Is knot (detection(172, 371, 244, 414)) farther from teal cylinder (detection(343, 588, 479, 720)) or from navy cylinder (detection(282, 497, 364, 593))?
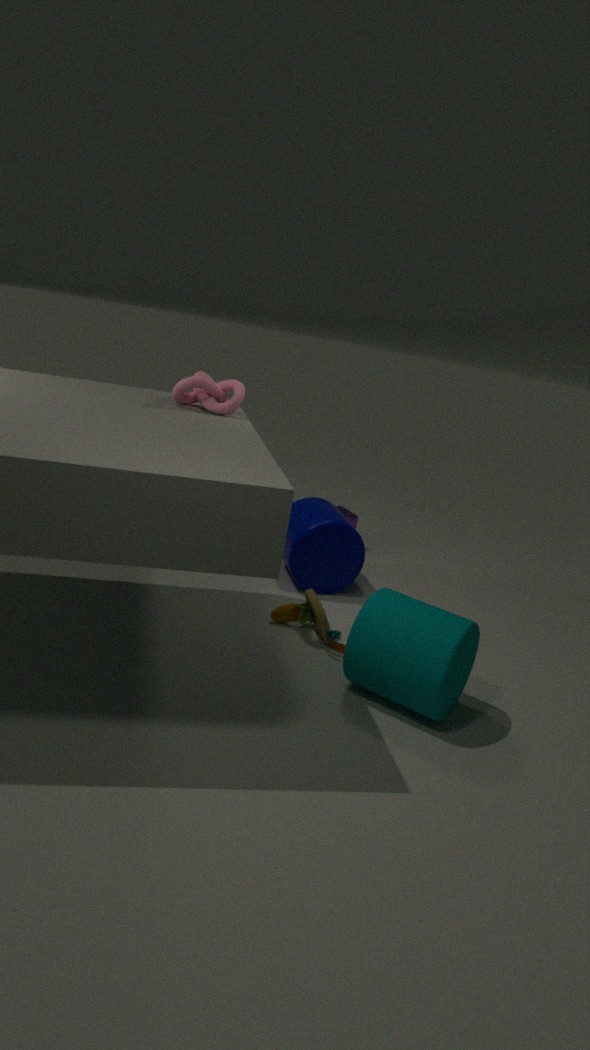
teal cylinder (detection(343, 588, 479, 720))
